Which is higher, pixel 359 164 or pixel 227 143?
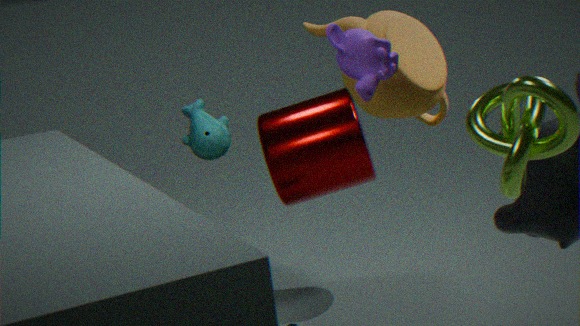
pixel 227 143
